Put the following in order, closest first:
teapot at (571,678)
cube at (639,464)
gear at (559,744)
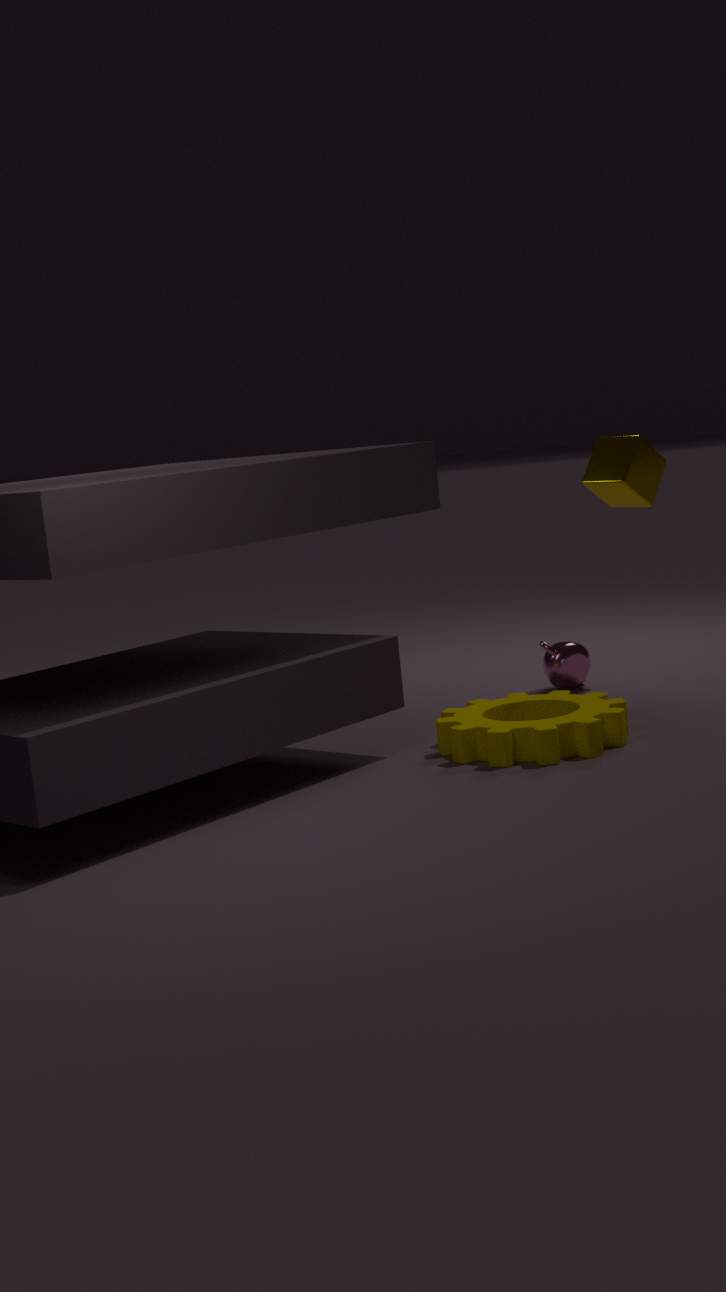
gear at (559,744) → cube at (639,464) → teapot at (571,678)
